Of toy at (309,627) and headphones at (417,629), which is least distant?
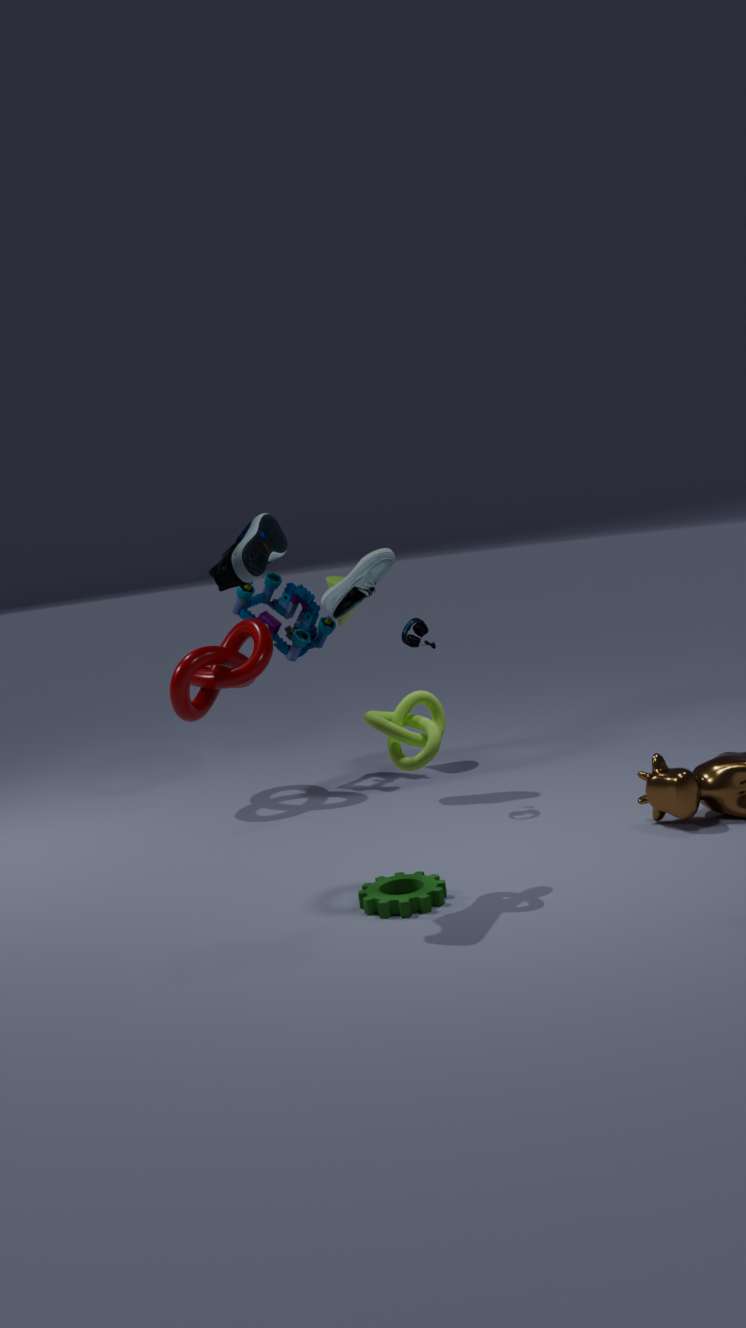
headphones at (417,629)
